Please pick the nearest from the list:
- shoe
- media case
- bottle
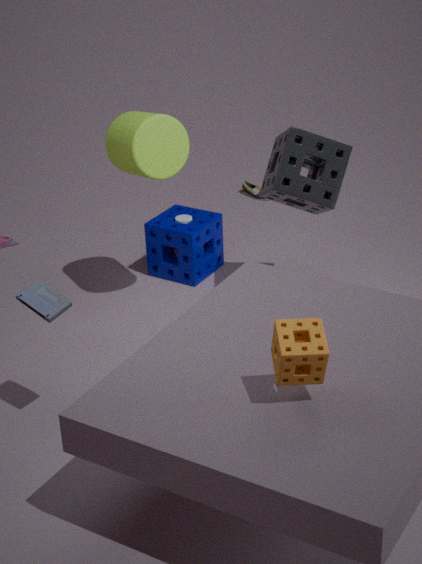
media case
